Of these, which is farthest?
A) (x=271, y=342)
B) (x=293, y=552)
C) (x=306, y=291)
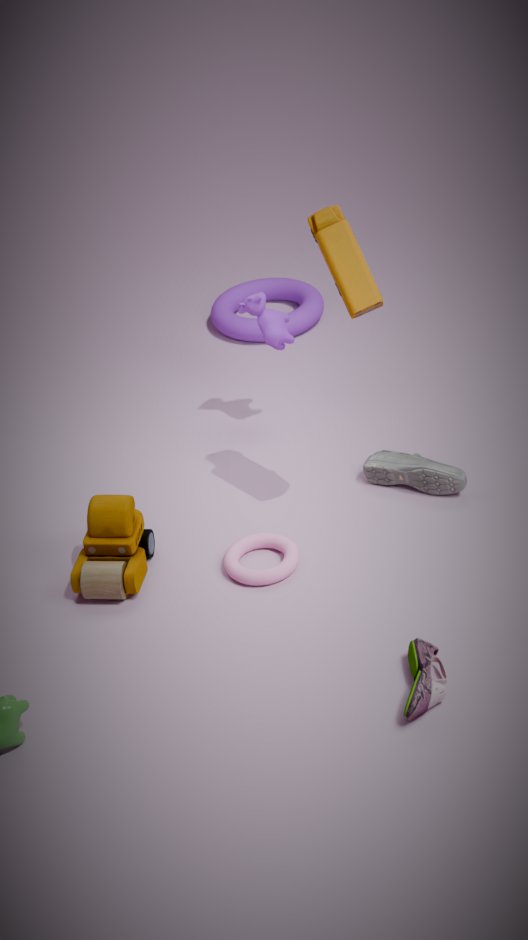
(x=306, y=291)
